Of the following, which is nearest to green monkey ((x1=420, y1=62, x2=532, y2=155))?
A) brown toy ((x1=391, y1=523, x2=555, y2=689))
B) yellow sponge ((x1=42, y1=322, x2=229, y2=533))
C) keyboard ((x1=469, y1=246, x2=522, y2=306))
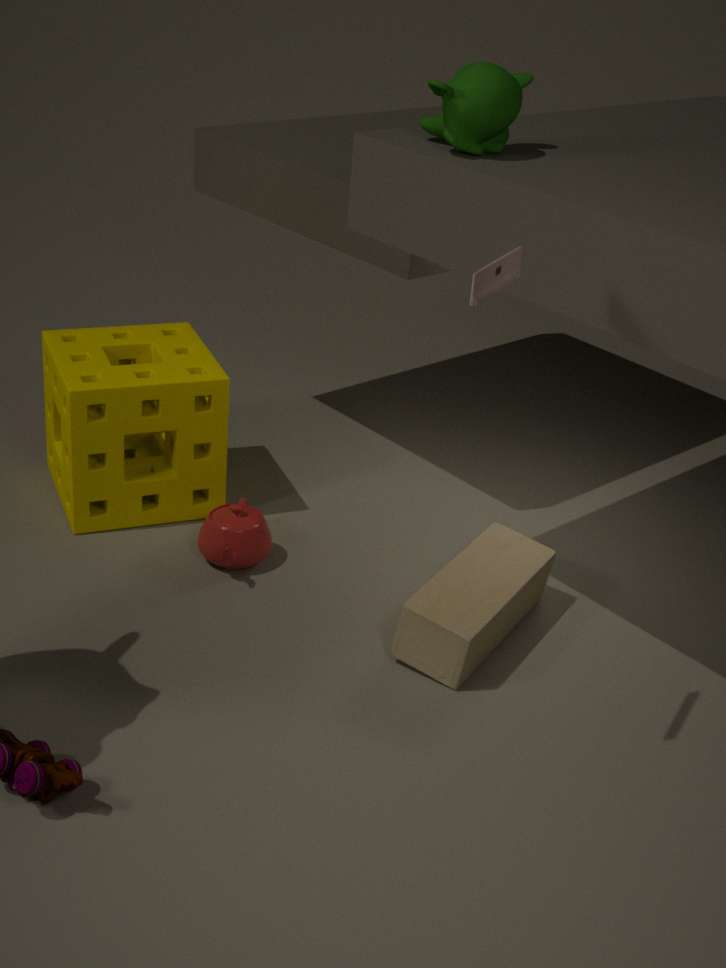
keyboard ((x1=469, y1=246, x2=522, y2=306))
